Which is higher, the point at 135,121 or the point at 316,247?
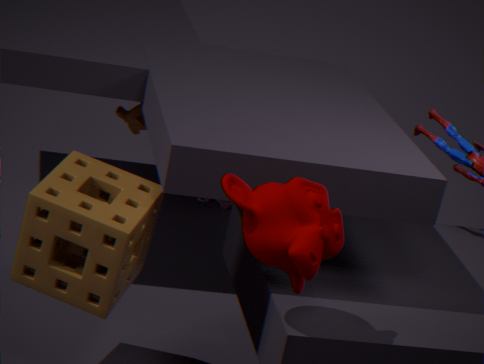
the point at 316,247
